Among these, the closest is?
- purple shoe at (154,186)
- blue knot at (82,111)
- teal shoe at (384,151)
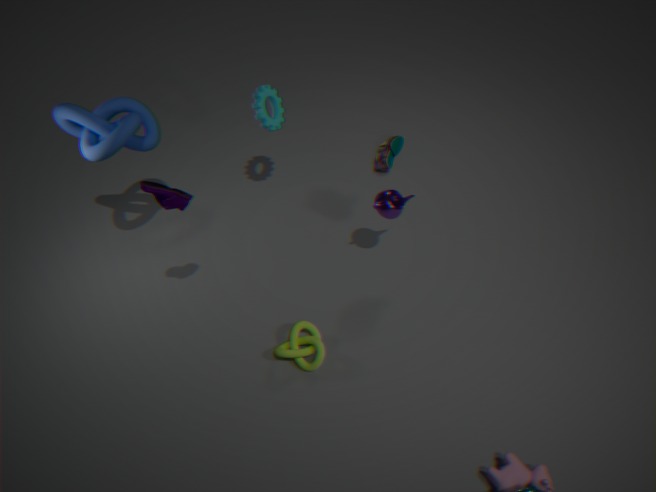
purple shoe at (154,186)
